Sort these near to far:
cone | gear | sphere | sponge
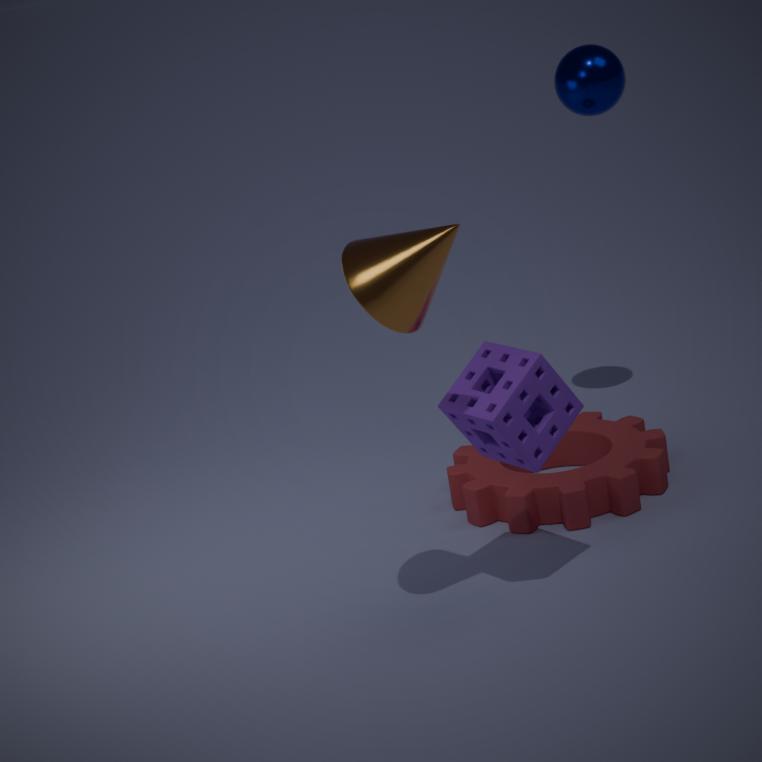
cone → sponge → gear → sphere
